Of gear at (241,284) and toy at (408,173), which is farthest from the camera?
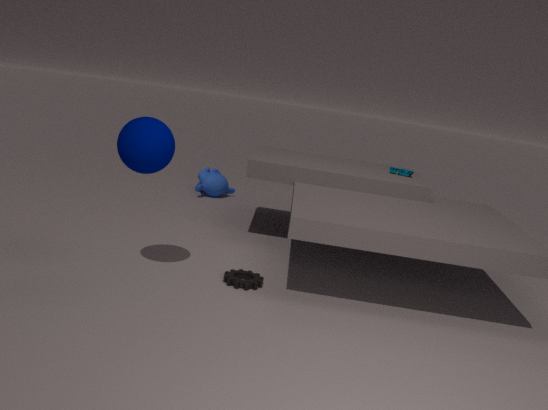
toy at (408,173)
